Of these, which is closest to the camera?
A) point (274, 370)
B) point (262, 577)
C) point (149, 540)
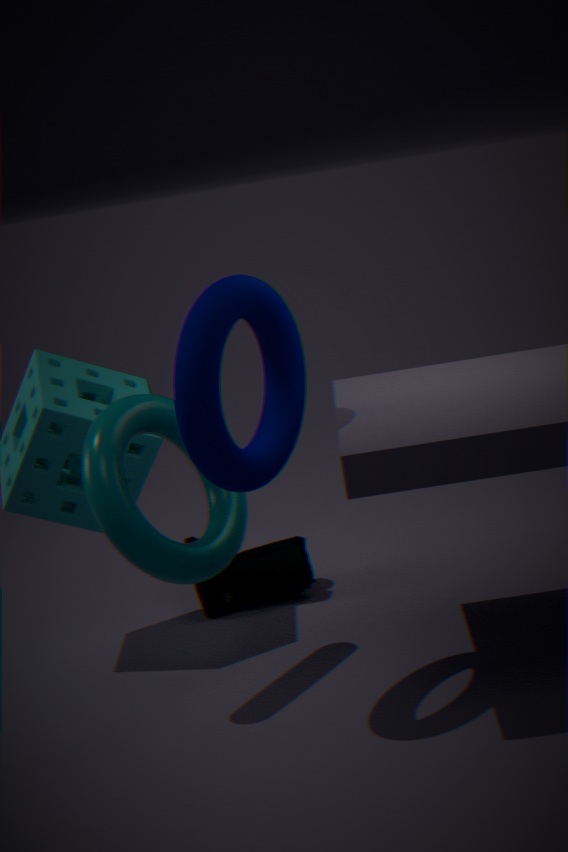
point (149, 540)
